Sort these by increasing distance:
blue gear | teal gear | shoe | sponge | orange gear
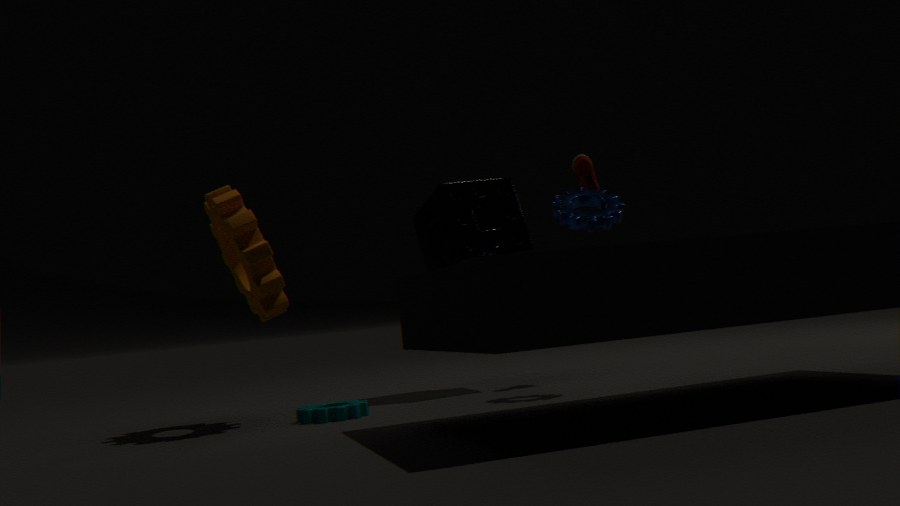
1. teal gear
2. orange gear
3. blue gear
4. sponge
5. shoe
